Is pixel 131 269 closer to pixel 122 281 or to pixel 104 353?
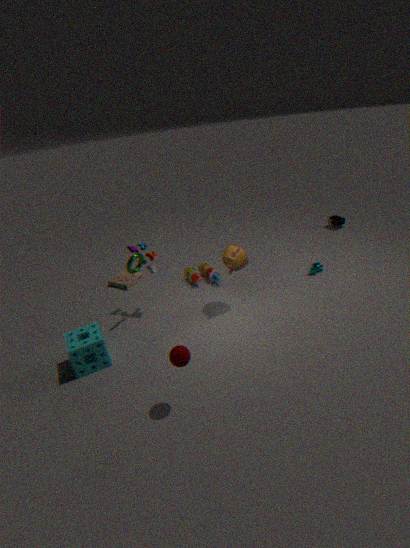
pixel 104 353
